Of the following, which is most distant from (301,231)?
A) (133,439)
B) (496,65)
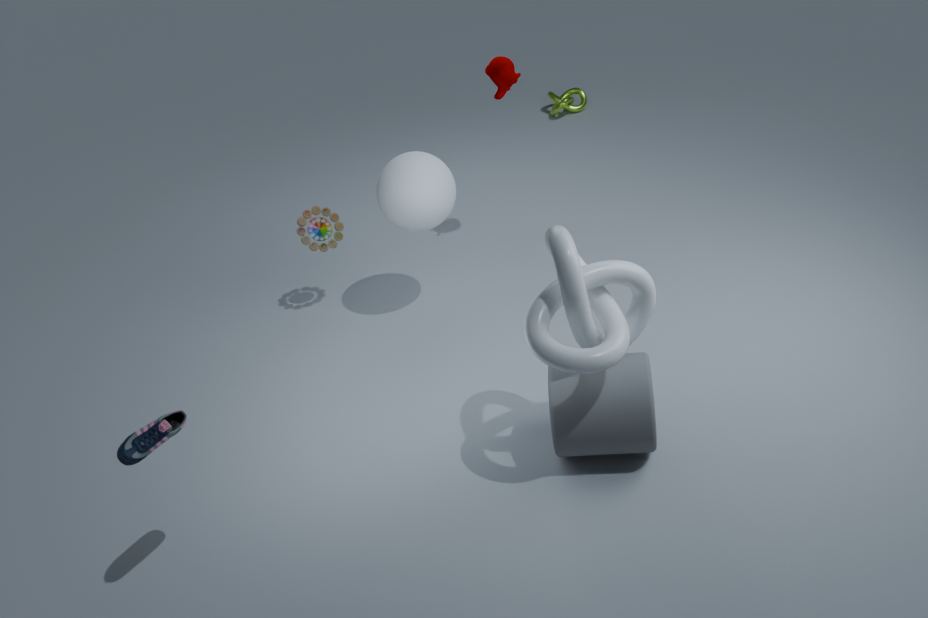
(133,439)
